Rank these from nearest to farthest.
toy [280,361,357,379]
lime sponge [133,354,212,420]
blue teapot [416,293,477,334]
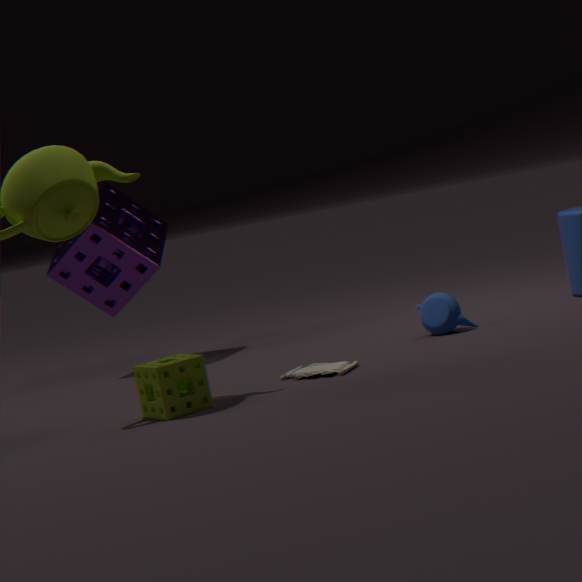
lime sponge [133,354,212,420] → toy [280,361,357,379] → blue teapot [416,293,477,334]
